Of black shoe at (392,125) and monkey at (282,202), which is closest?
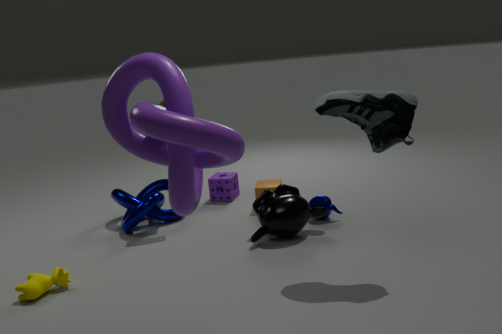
black shoe at (392,125)
